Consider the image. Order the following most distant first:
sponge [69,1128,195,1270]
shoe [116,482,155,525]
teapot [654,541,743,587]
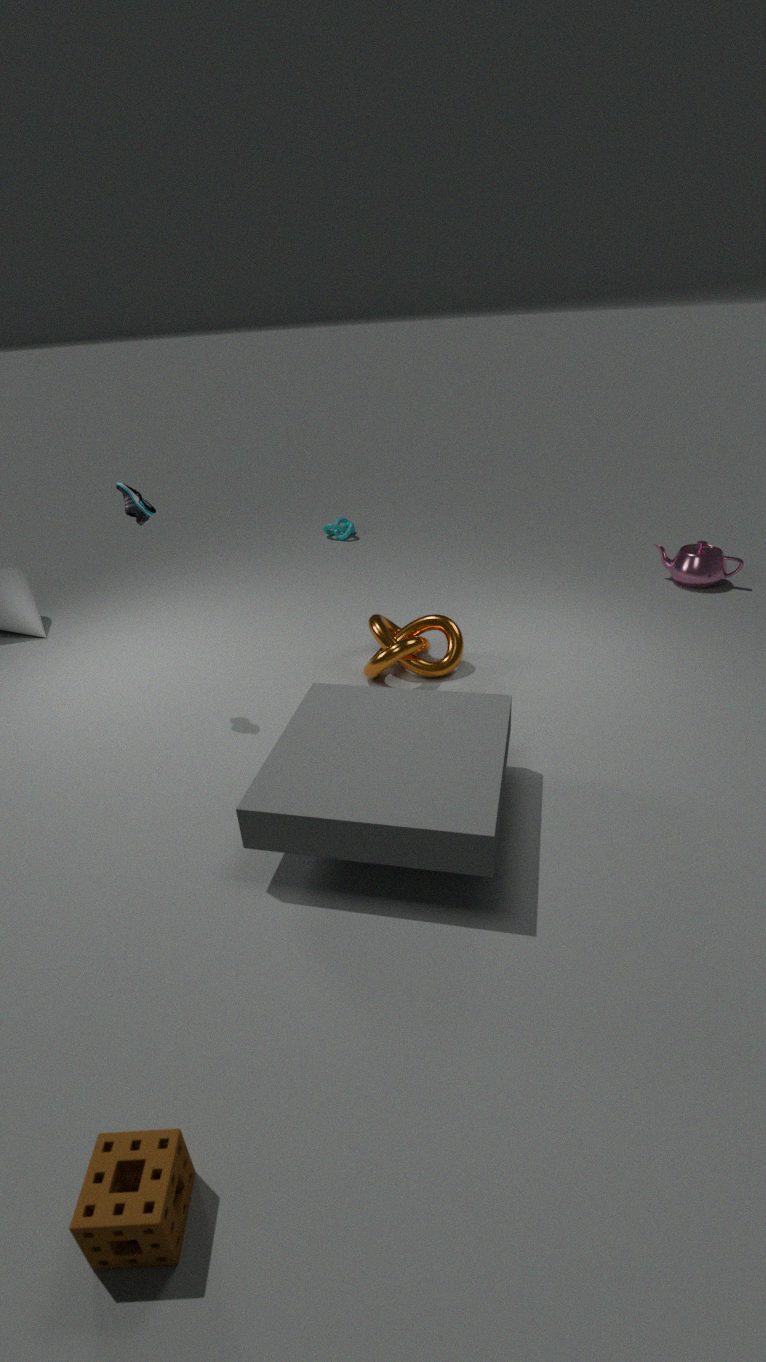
teapot [654,541,743,587], shoe [116,482,155,525], sponge [69,1128,195,1270]
